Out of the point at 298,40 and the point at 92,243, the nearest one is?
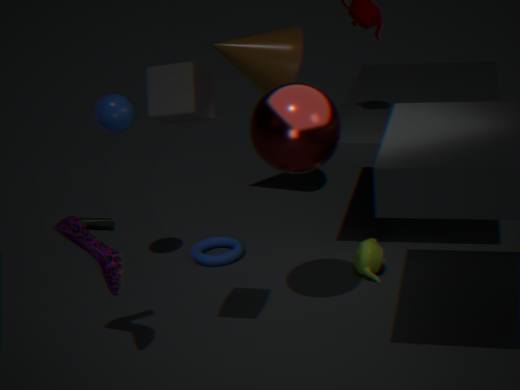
the point at 92,243
